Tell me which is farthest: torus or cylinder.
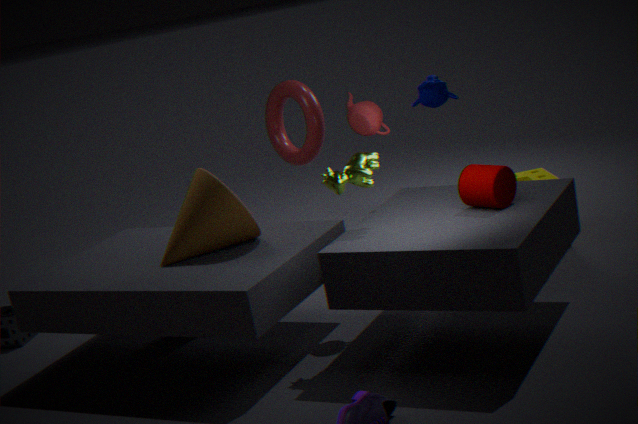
torus
